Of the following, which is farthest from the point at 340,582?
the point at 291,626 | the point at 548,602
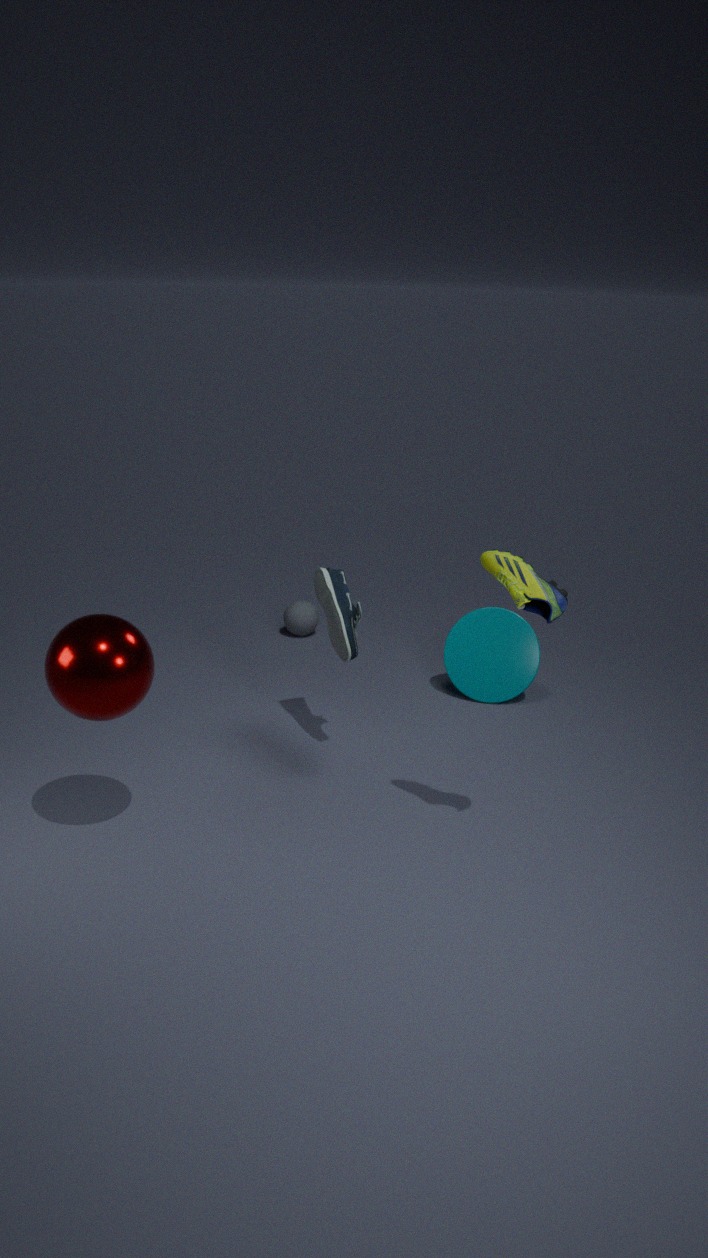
the point at 291,626
